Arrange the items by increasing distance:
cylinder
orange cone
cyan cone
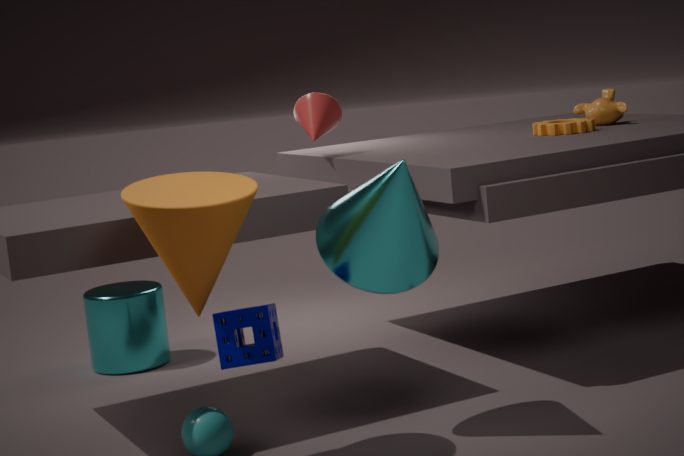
orange cone, cyan cone, cylinder
